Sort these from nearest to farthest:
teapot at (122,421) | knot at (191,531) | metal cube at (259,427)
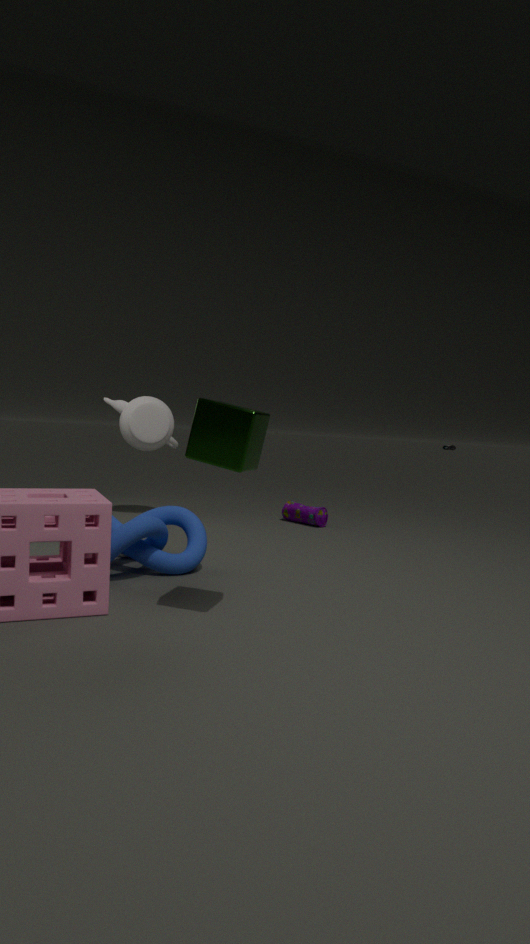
metal cube at (259,427) < knot at (191,531) < teapot at (122,421)
